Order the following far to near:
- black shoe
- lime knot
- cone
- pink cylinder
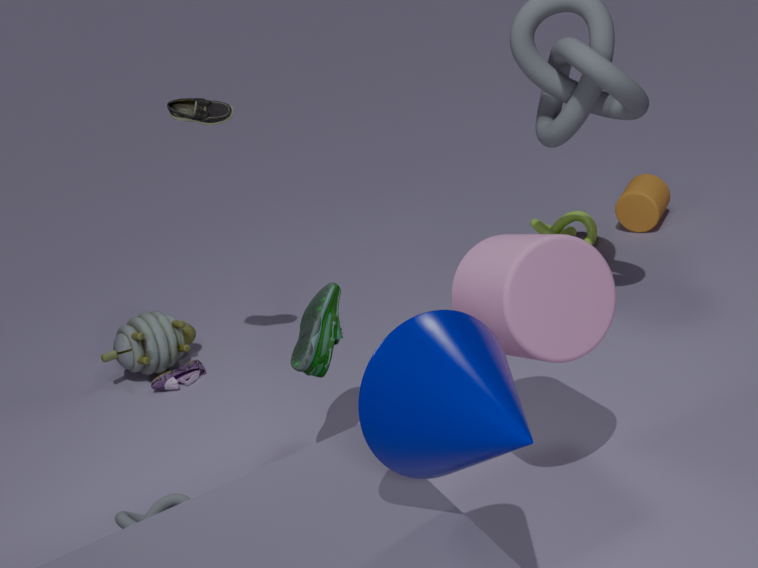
lime knot
black shoe
pink cylinder
cone
